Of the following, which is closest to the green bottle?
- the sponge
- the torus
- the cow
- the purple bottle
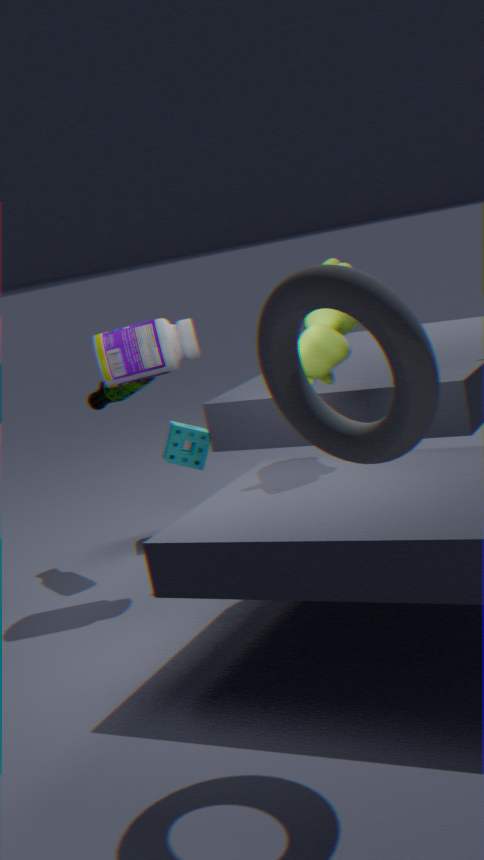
the purple bottle
